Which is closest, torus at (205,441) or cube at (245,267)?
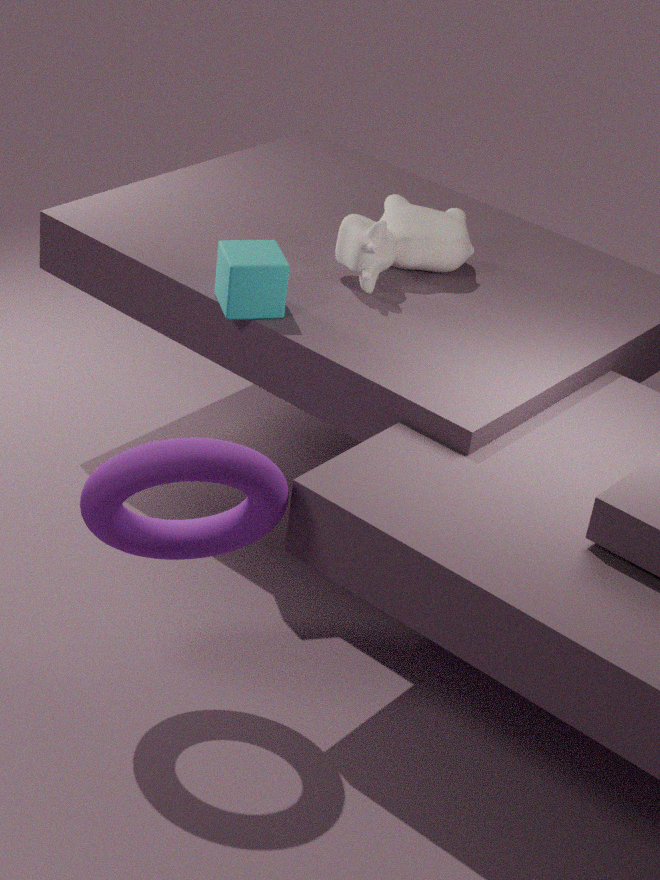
torus at (205,441)
